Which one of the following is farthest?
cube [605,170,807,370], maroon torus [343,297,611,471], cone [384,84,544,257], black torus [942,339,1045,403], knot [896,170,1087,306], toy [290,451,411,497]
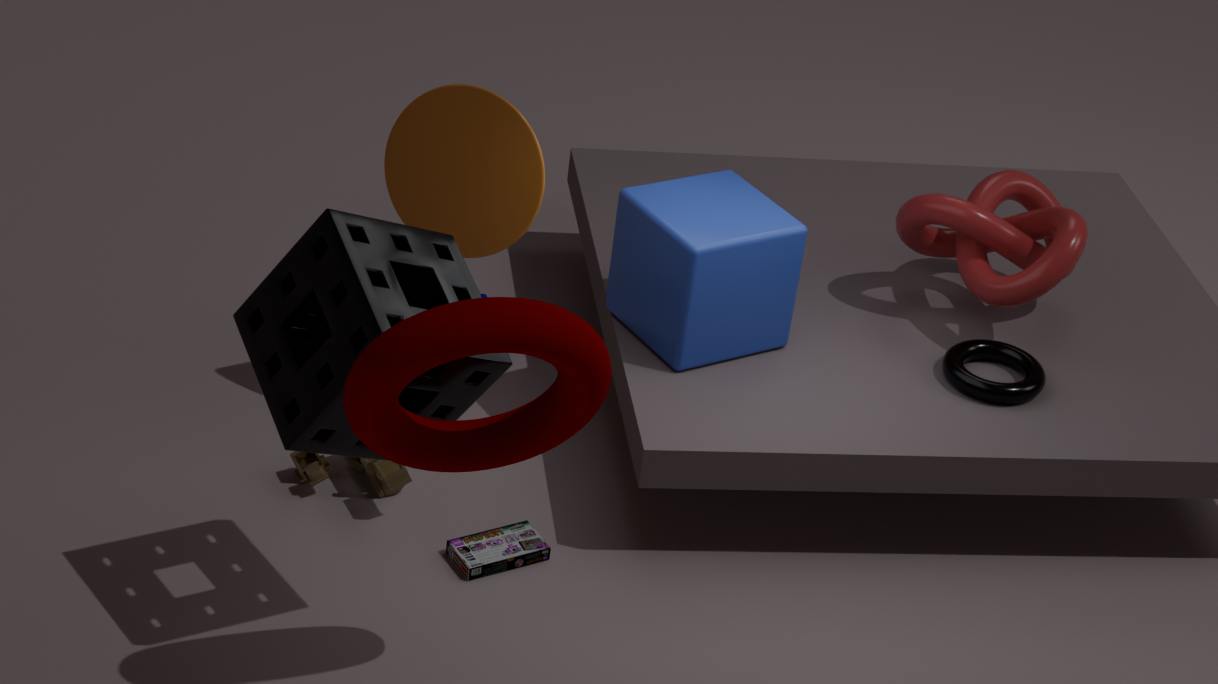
knot [896,170,1087,306]
